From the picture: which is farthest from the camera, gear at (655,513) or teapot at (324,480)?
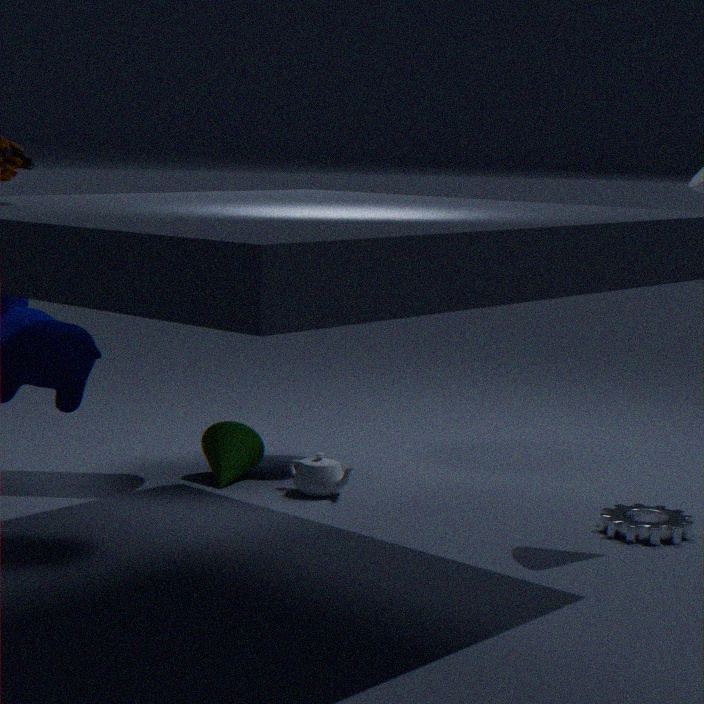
teapot at (324,480)
